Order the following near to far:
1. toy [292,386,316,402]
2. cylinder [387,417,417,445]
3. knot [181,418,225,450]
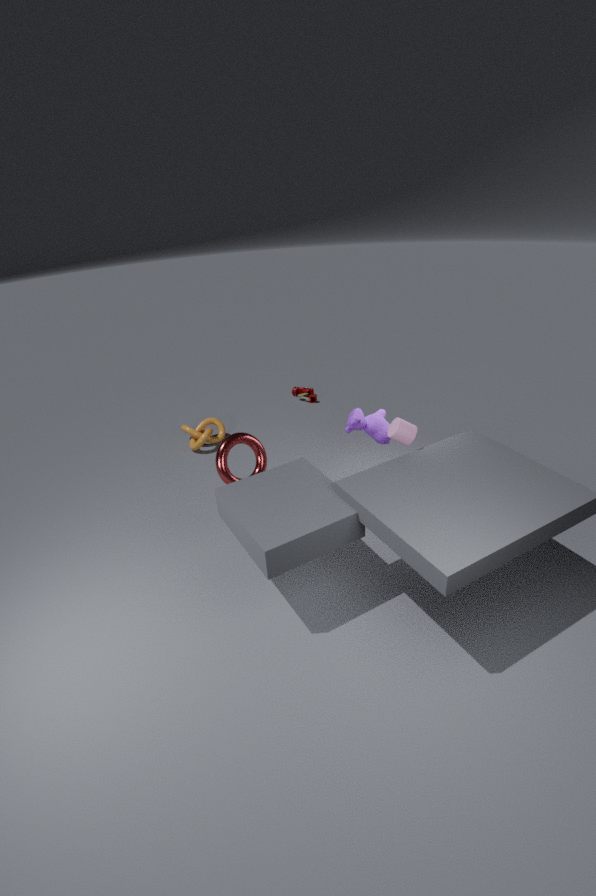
cylinder [387,417,417,445]
knot [181,418,225,450]
toy [292,386,316,402]
